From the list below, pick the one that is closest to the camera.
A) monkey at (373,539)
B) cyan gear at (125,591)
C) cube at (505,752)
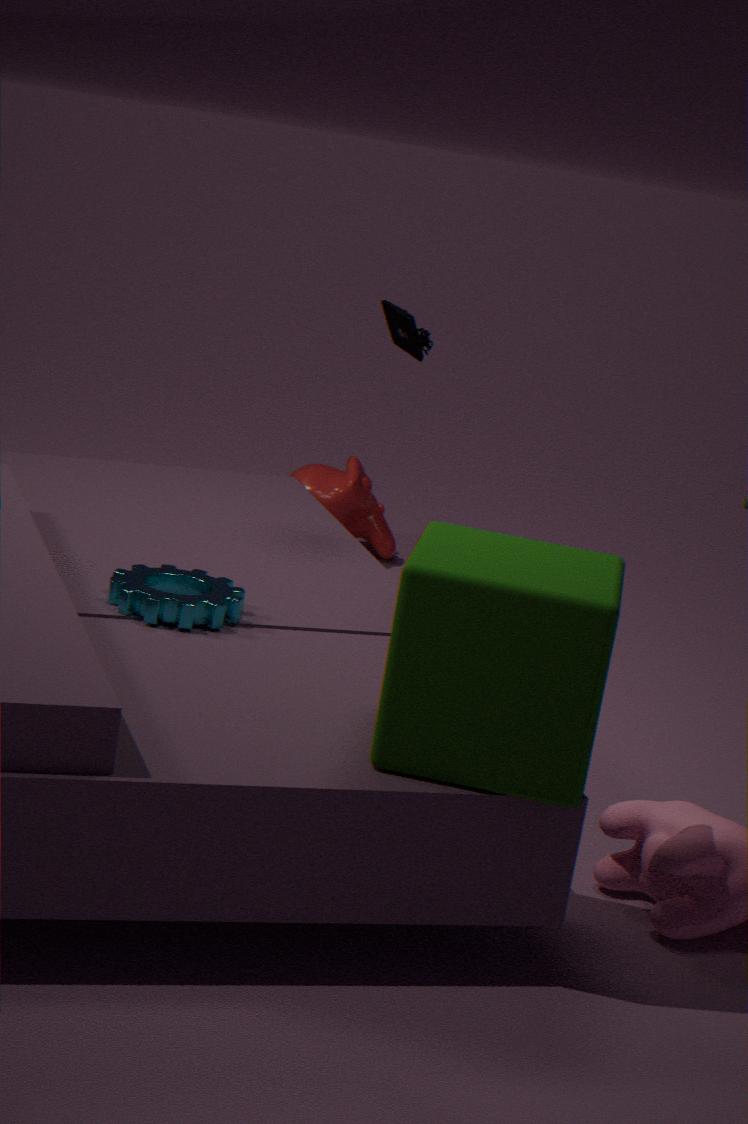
cube at (505,752)
